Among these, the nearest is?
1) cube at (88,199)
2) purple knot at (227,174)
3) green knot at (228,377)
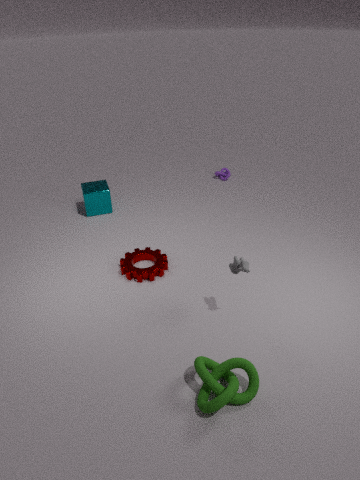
3. green knot at (228,377)
